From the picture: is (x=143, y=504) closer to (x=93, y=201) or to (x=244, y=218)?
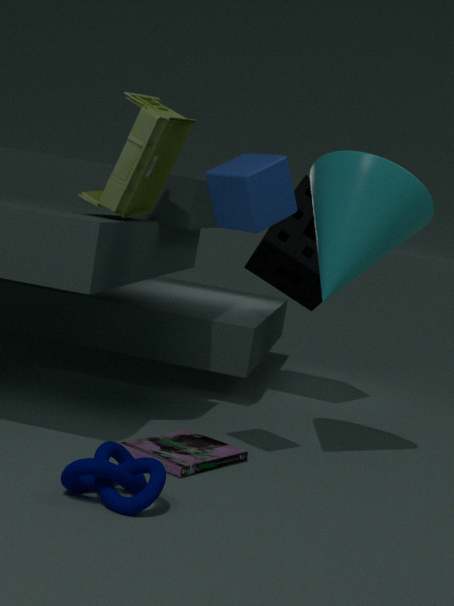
(x=244, y=218)
